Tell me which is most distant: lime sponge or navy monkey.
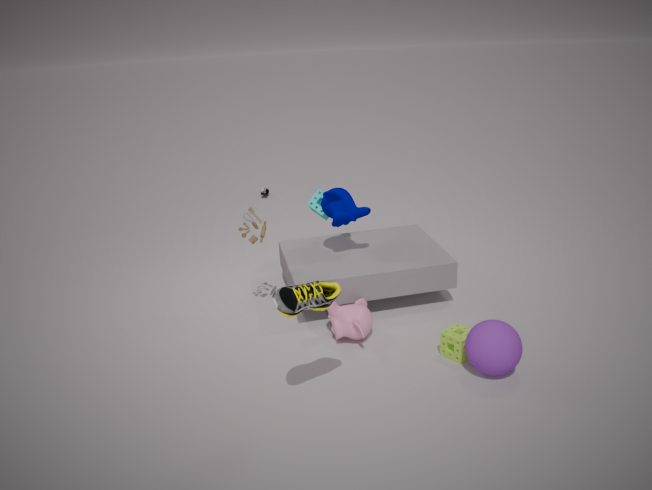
navy monkey
